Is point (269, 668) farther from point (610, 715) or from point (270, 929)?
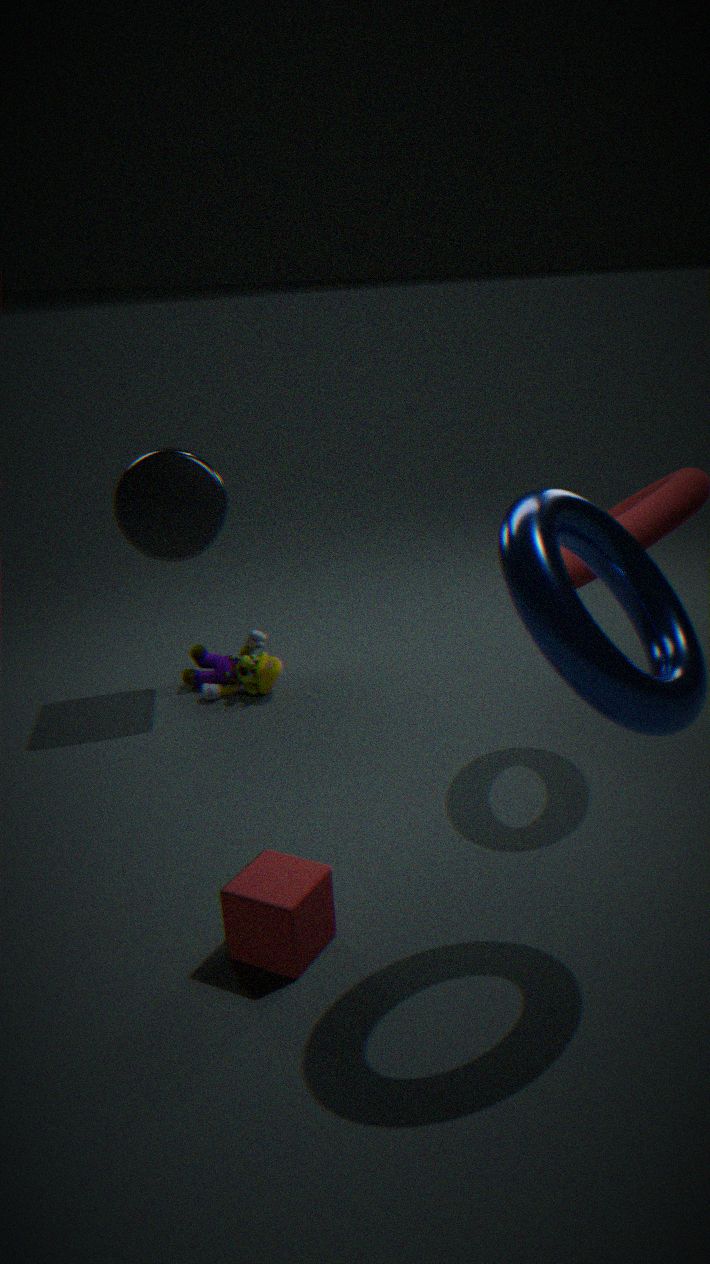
point (610, 715)
